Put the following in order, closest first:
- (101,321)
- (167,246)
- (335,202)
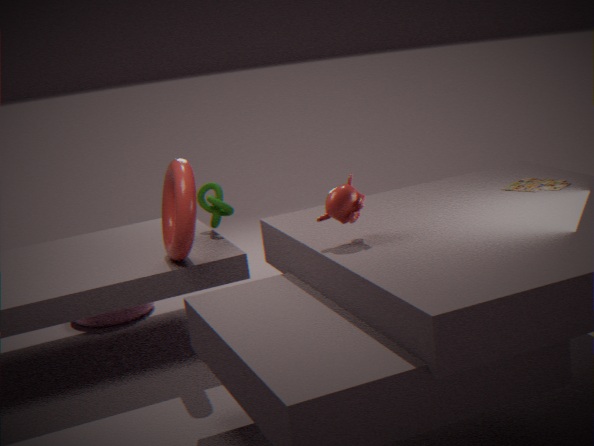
1. (335,202)
2. (167,246)
3. (101,321)
